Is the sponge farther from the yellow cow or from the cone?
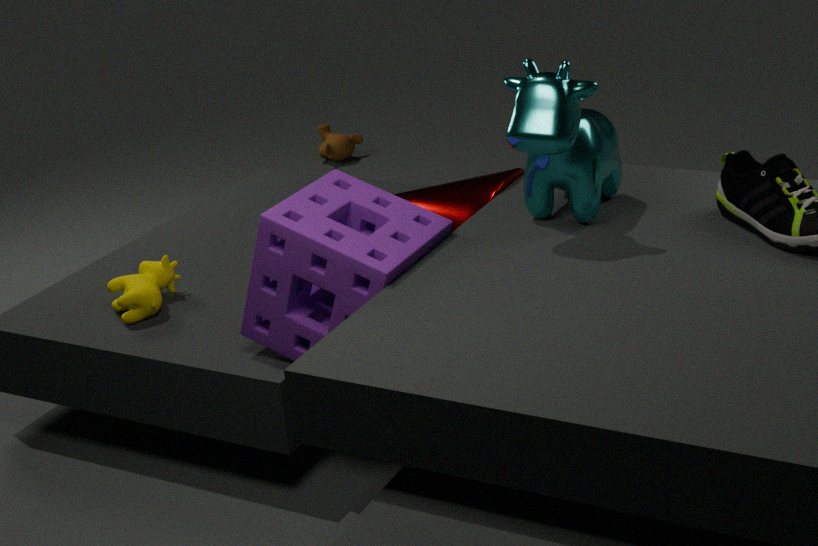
the yellow cow
